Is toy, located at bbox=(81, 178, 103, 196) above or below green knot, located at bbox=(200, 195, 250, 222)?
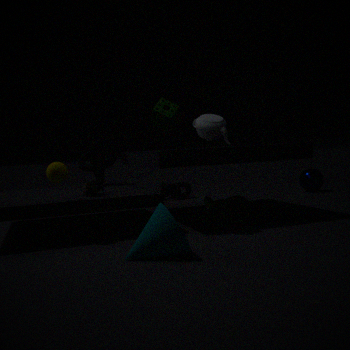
above
